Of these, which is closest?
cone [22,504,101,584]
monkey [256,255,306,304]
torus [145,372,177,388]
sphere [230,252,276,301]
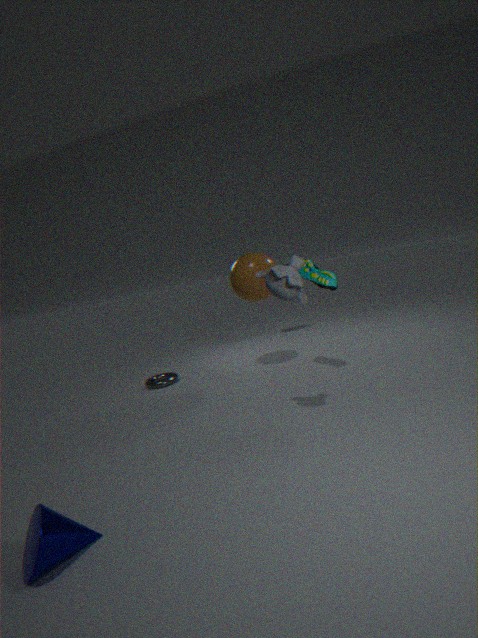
cone [22,504,101,584]
